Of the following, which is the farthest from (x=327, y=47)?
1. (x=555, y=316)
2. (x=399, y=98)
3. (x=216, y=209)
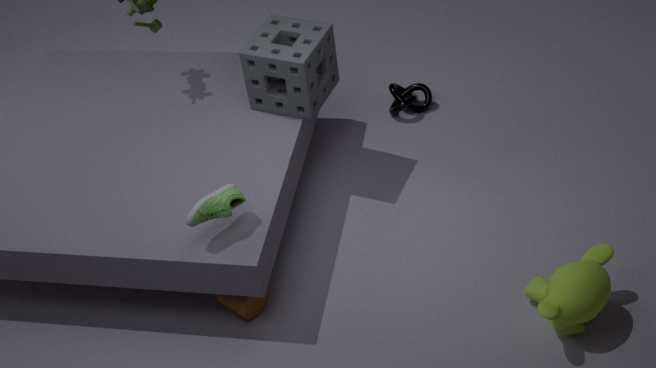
(x=555, y=316)
